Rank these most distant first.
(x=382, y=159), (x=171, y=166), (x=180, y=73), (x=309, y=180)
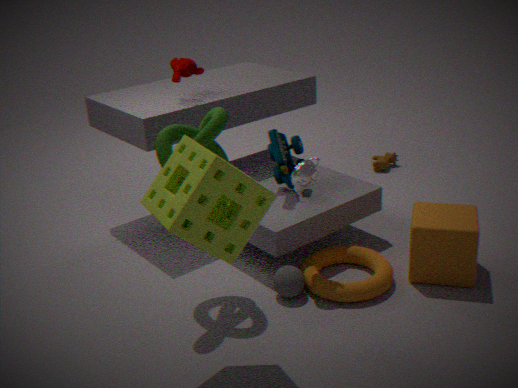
1. (x=382, y=159)
2. (x=180, y=73)
3. (x=309, y=180)
4. (x=171, y=166)
